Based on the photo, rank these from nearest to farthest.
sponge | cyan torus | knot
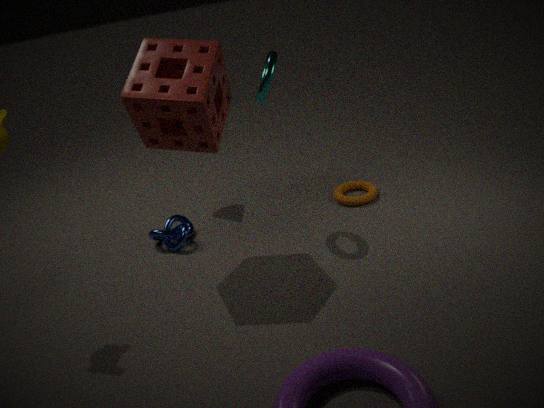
sponge, cyan torus, knot
